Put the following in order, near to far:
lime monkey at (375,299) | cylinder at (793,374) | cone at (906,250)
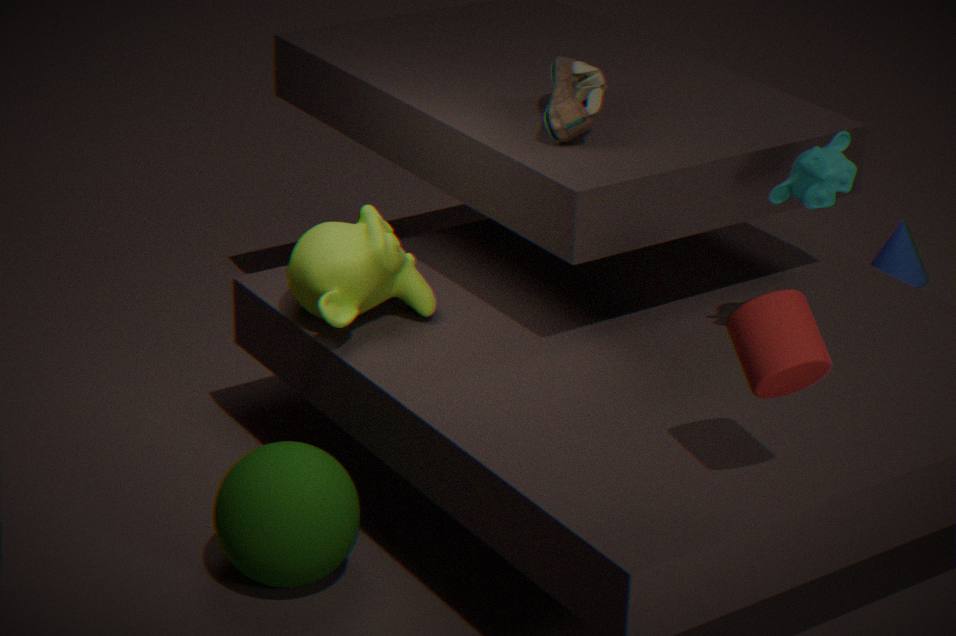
cylinder at (793,374)
lime monkey at (375,299)
cone at (906,250)
